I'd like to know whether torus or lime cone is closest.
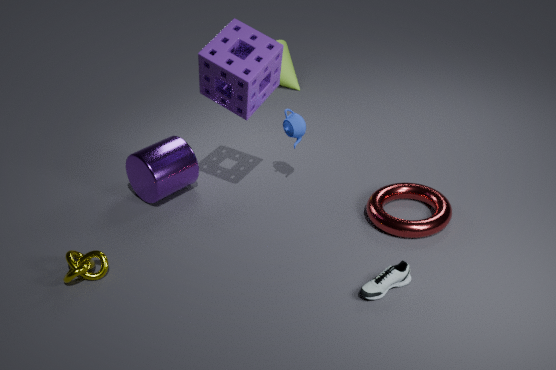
torus
